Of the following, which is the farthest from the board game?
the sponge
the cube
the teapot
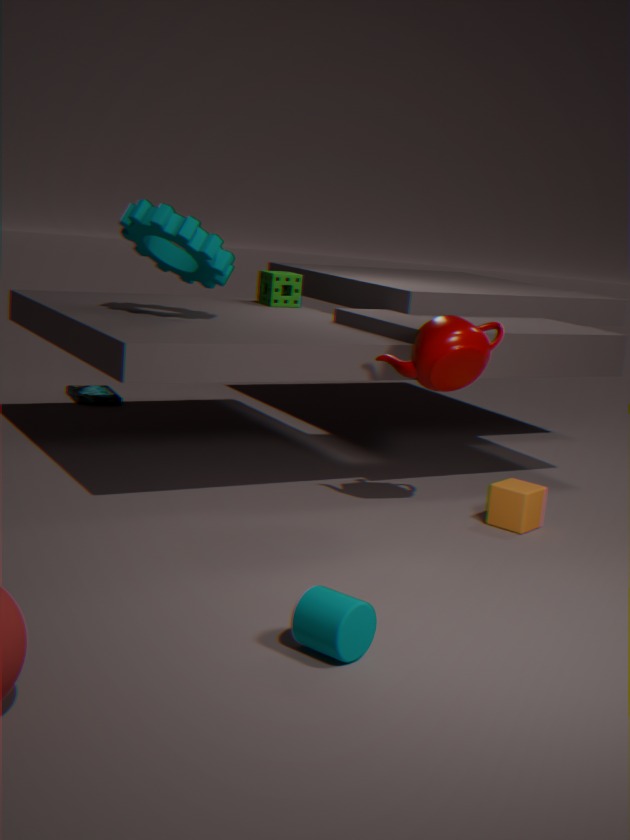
the cube
